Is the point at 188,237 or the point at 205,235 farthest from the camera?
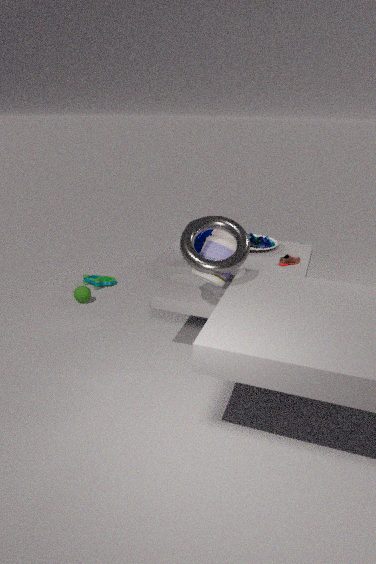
the point at 205,235
